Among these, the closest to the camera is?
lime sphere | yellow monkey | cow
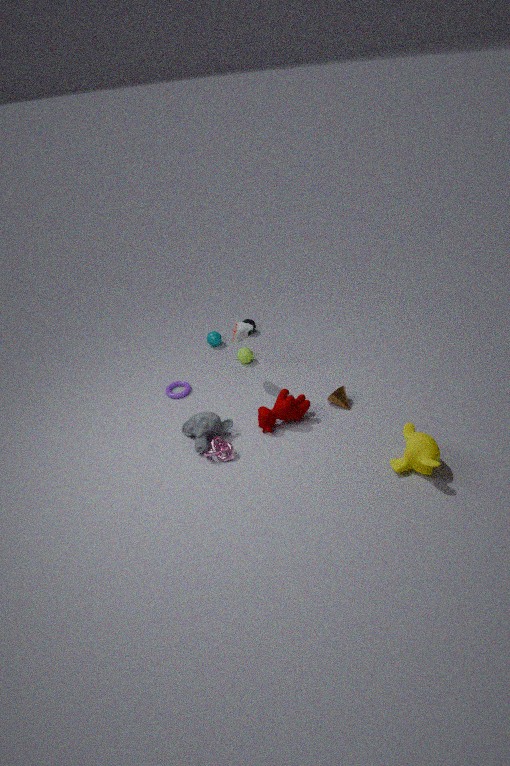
yellow monkey
